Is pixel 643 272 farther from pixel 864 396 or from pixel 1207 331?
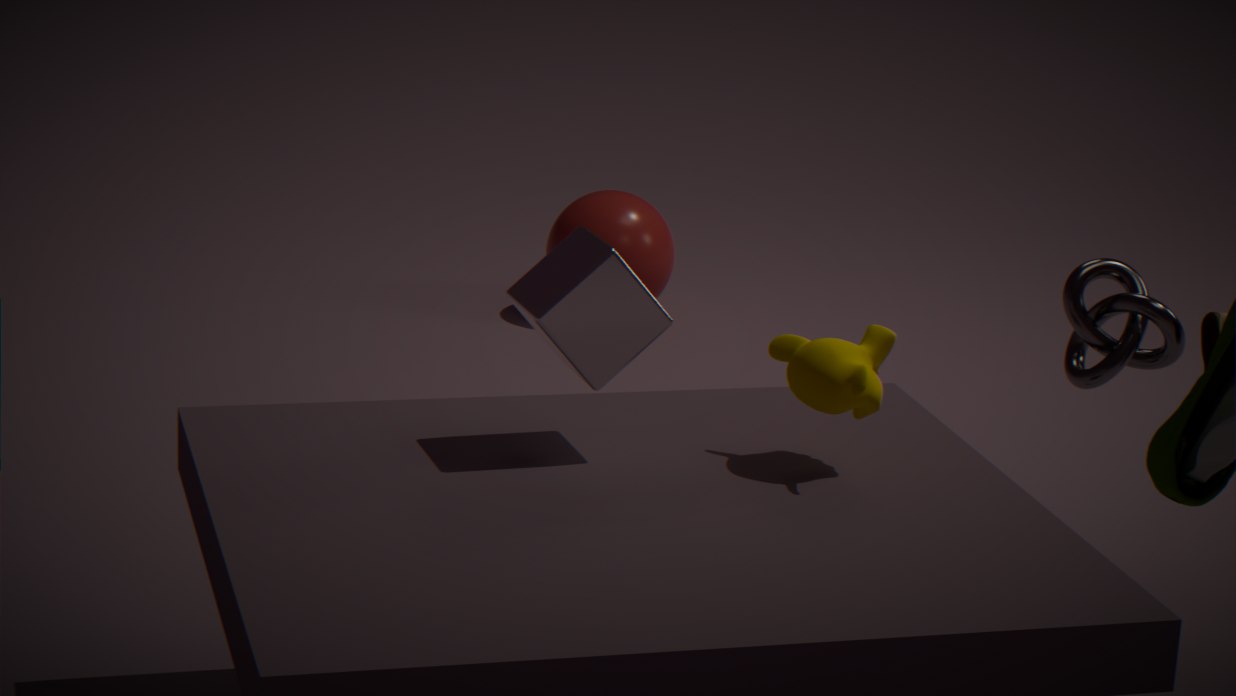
pixel 864 396
